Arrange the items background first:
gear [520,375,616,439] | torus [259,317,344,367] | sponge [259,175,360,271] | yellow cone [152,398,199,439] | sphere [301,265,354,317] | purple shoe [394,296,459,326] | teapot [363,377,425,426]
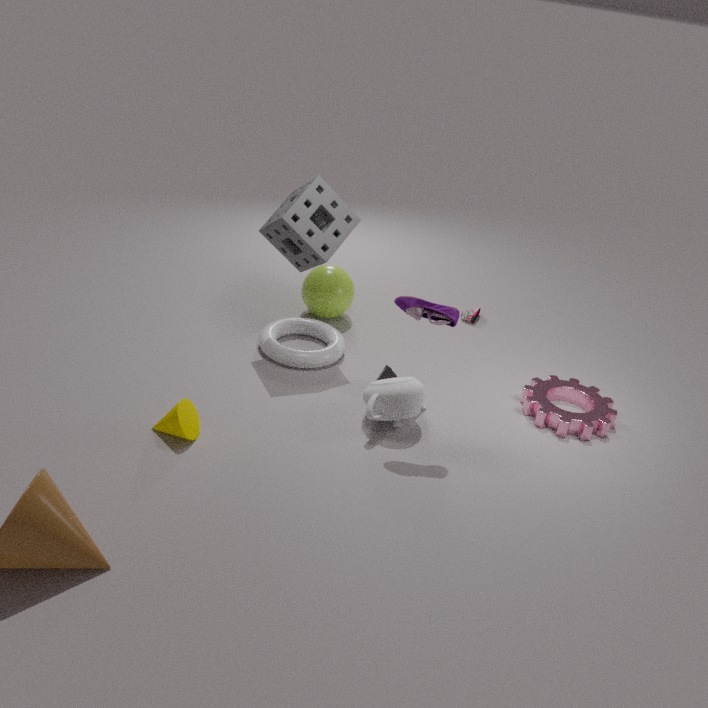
sphere [301,265,354,317], torus [259,317,344,367], sponge [259,175,360,271], gear [520,375,616,439], teapot [363,377,425,426], purple shoe [394,296,459,326], yellow cone [152,398,199,439]
